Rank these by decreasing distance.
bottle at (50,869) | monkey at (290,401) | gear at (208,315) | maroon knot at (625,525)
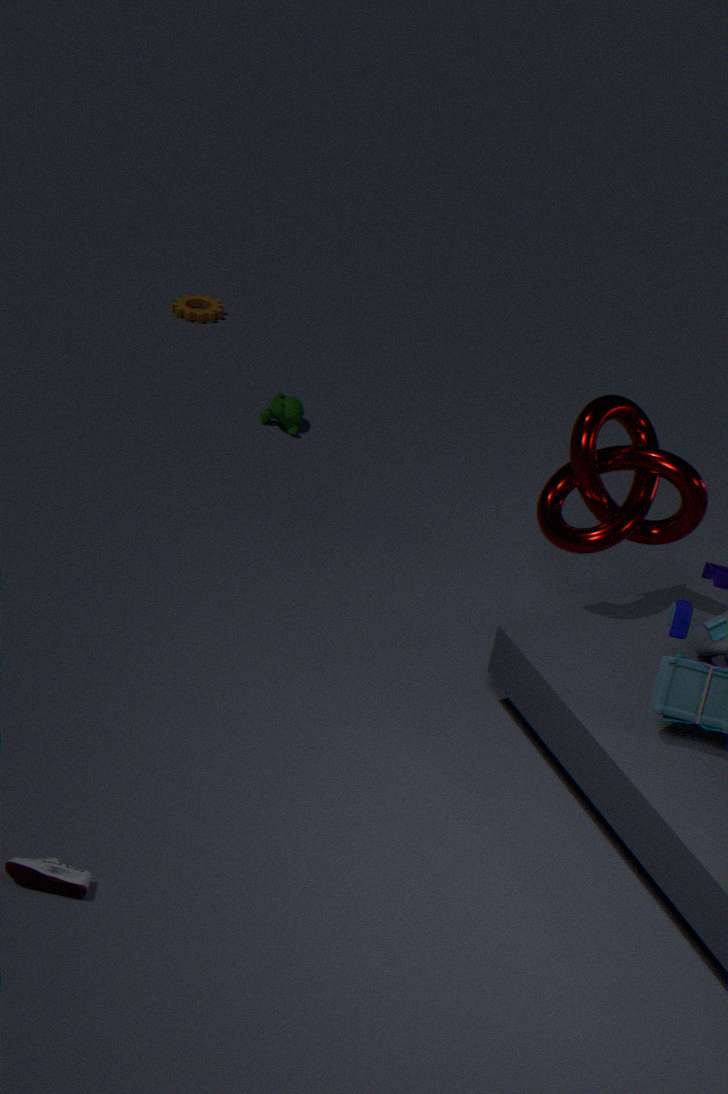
1. gear at (208,315)
2. monkey at (290,401)
3. maroon knot at (625,525)
4. bottle at (50,869)
